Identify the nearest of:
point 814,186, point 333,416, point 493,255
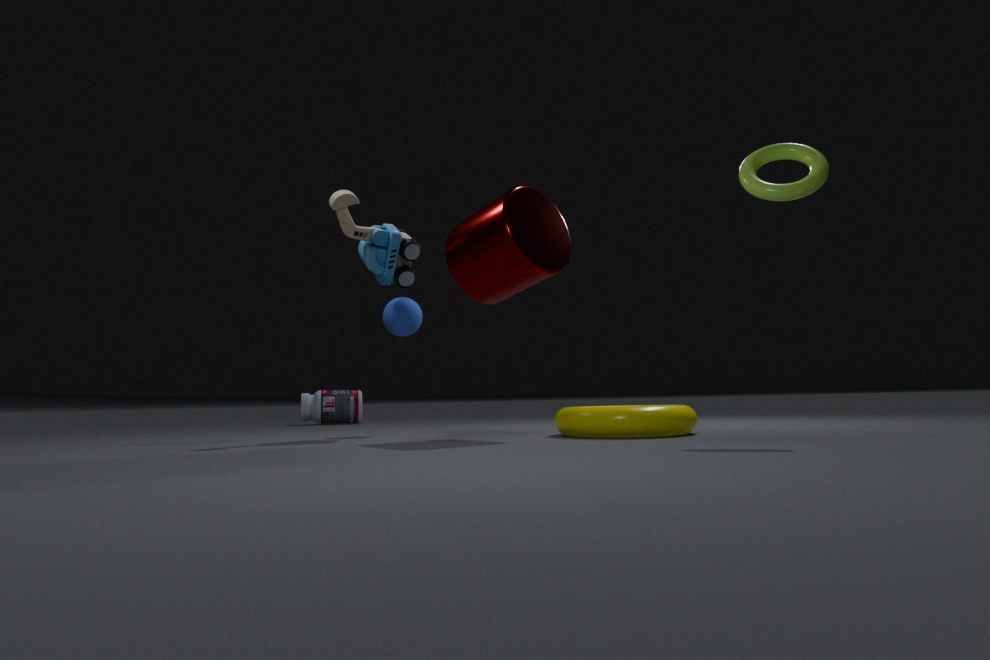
point 814,186
